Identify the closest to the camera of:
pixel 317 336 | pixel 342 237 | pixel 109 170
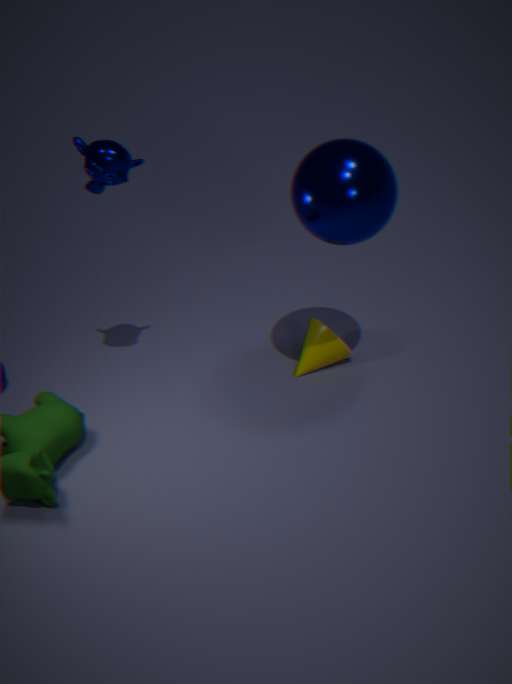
pixel 342 237
